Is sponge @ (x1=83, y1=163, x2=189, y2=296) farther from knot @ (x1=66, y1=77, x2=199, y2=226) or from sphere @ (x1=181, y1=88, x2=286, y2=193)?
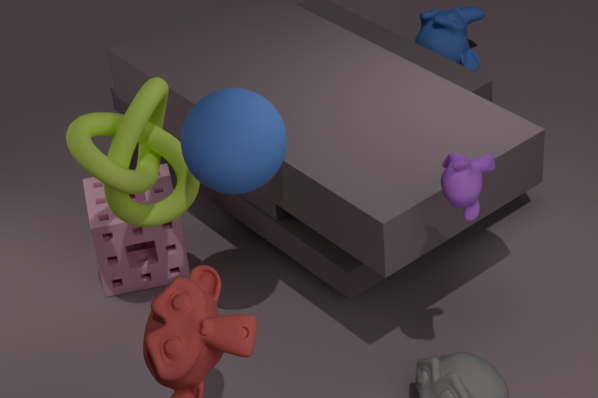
sphere @ (x1=181, y1=88, x2=286, y2=193)
